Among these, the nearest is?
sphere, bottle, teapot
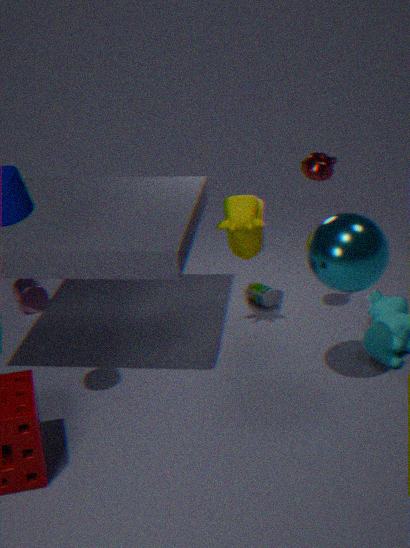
sphere
